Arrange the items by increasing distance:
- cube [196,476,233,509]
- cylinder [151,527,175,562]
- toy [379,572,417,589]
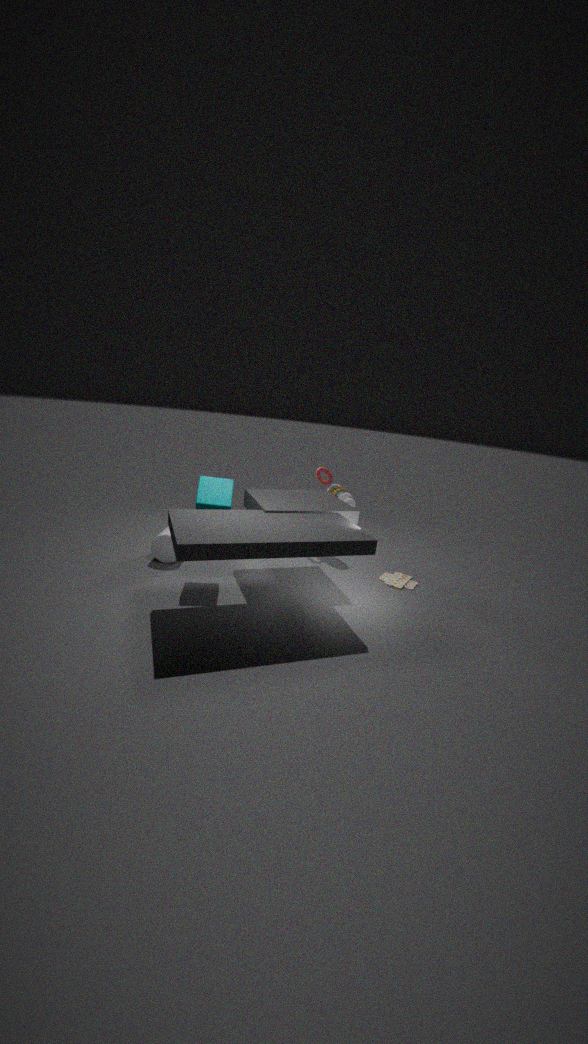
cube [196,476,233,509] < cylinder [151,527,175,562] < toy [379,572,417,589]
